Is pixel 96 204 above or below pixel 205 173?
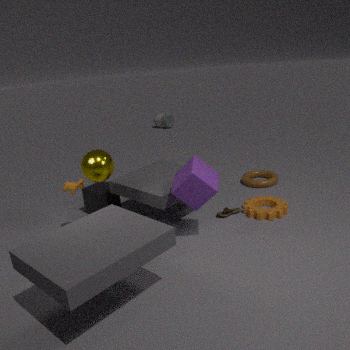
below
